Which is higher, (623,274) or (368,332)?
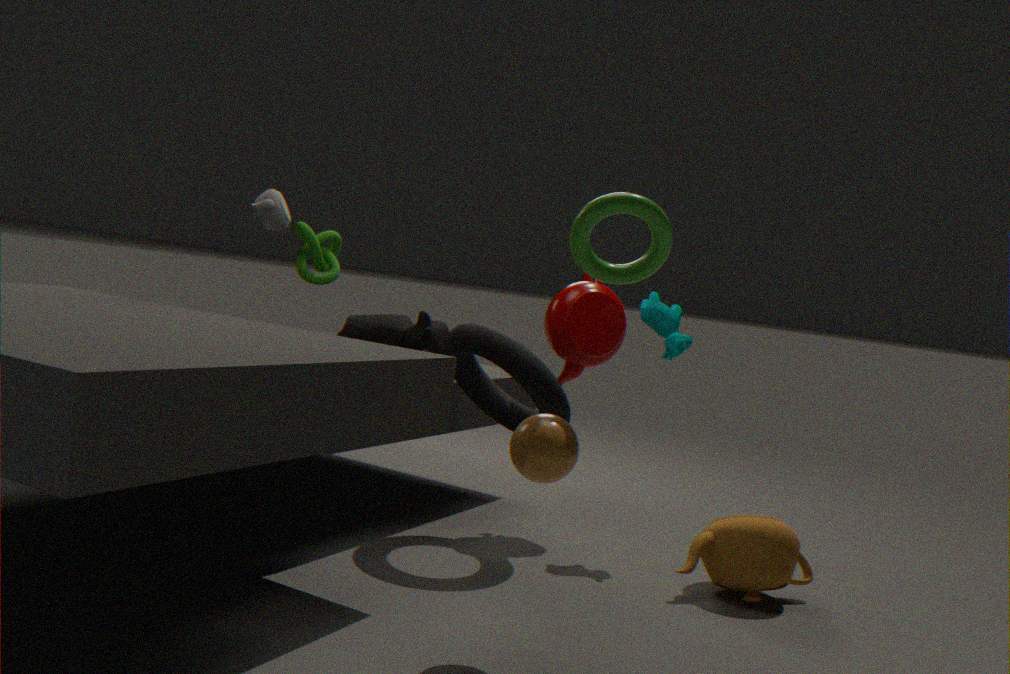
(623,274)
